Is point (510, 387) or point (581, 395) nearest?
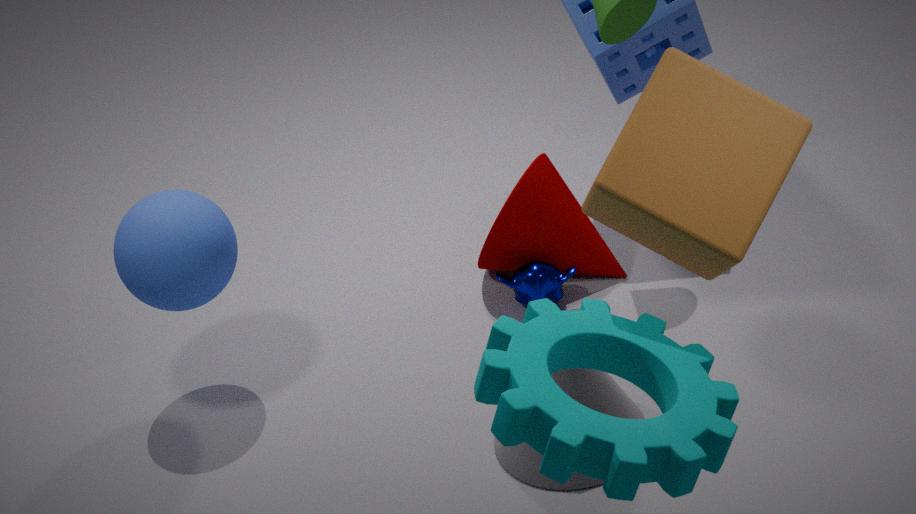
point (510, 387)
